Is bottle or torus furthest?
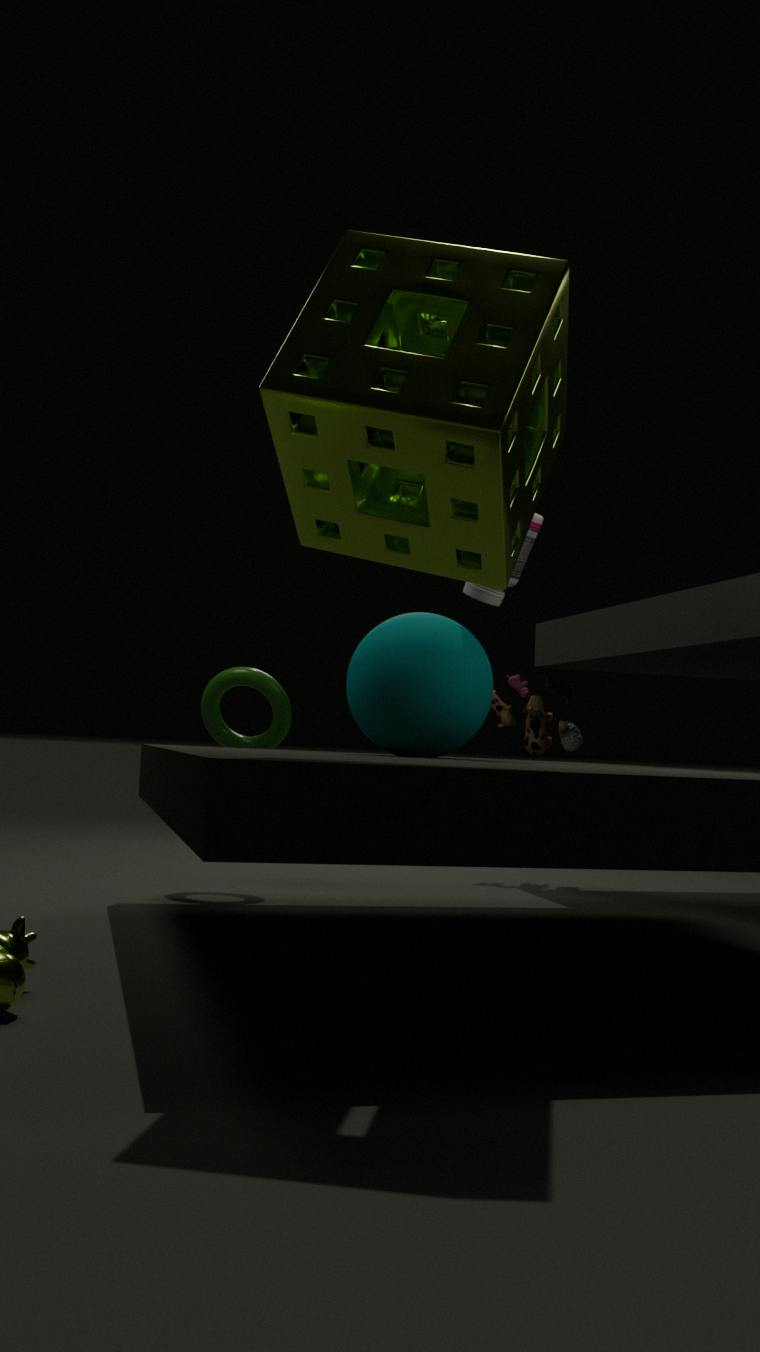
torus
